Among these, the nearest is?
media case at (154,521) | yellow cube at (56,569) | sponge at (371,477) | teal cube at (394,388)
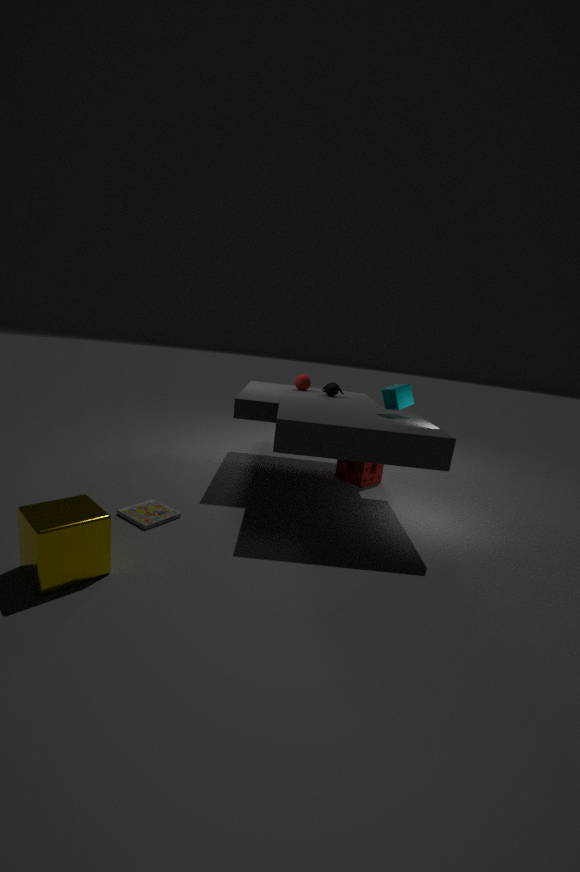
yellow cube at (56,569)
